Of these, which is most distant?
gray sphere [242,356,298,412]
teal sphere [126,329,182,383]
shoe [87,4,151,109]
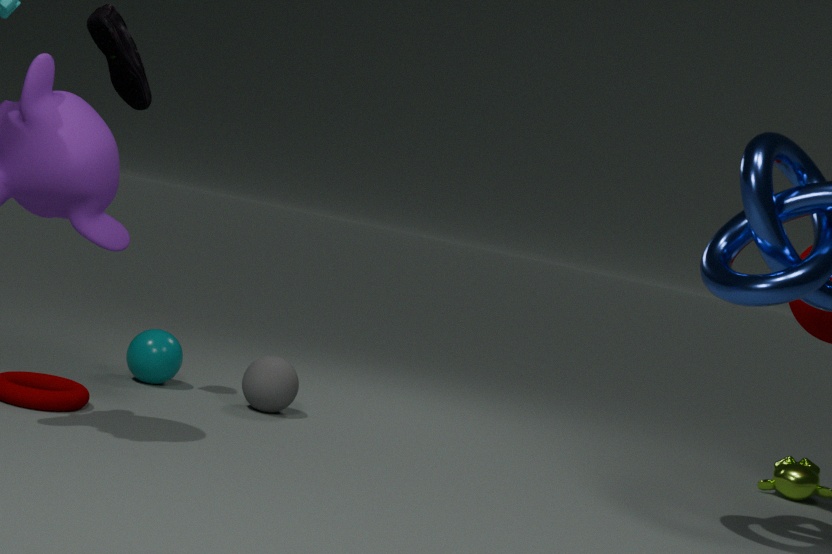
teal sphere [126,329,182,383]
